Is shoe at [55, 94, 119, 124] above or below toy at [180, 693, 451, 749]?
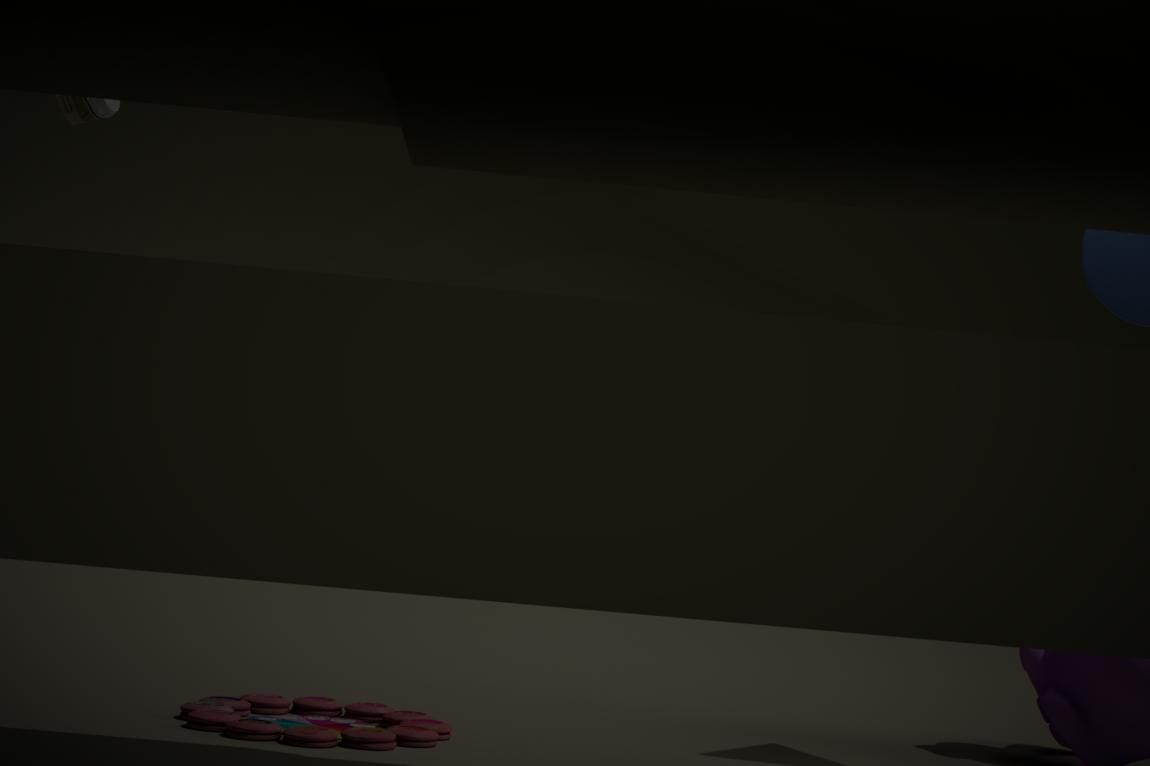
above
